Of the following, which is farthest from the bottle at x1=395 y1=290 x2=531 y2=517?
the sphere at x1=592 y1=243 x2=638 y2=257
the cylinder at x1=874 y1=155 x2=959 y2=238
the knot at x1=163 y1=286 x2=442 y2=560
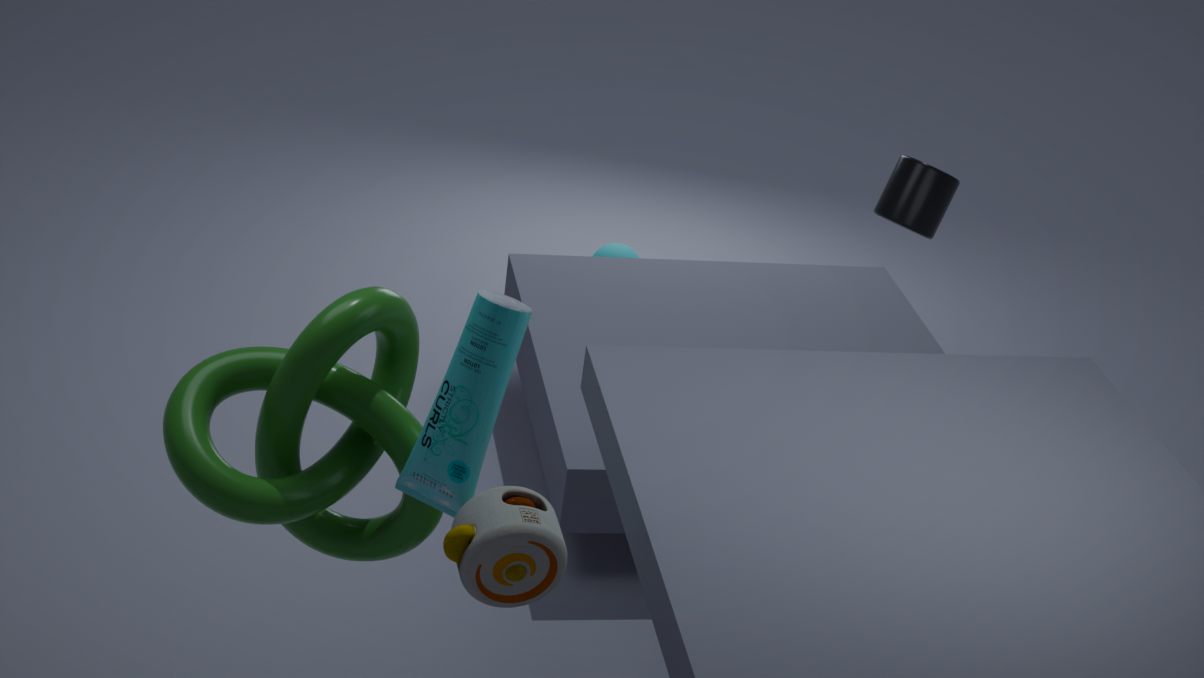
the sphere at x1=592 y1=243 x2=638 y2=257
